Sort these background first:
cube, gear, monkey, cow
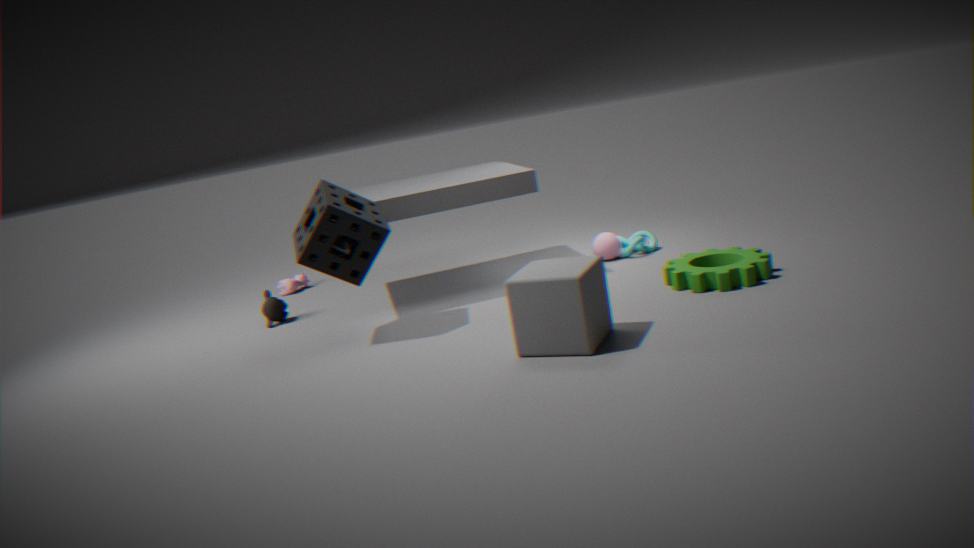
cow
monkey
gear
cube
